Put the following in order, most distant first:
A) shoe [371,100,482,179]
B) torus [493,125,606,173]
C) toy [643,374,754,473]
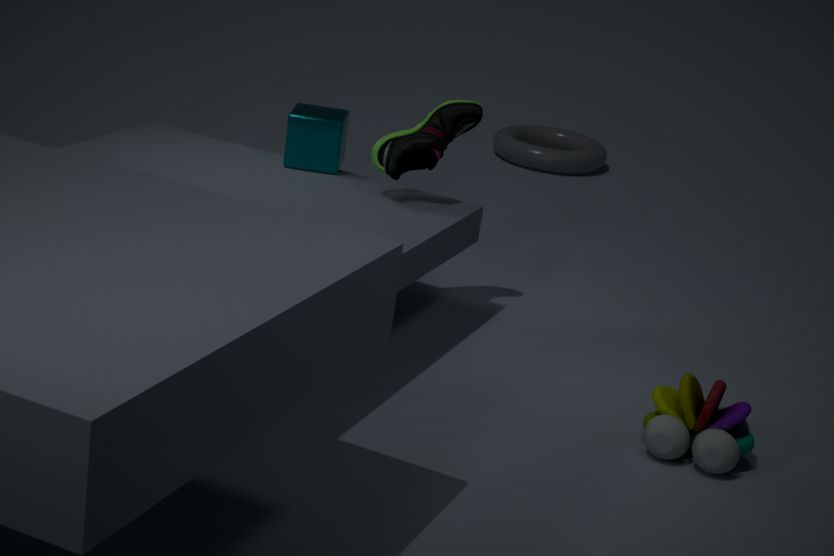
1. torus [493,125,606,173]
2. shoe [371,100,482,179]
3. toy [643,374,754,473]
